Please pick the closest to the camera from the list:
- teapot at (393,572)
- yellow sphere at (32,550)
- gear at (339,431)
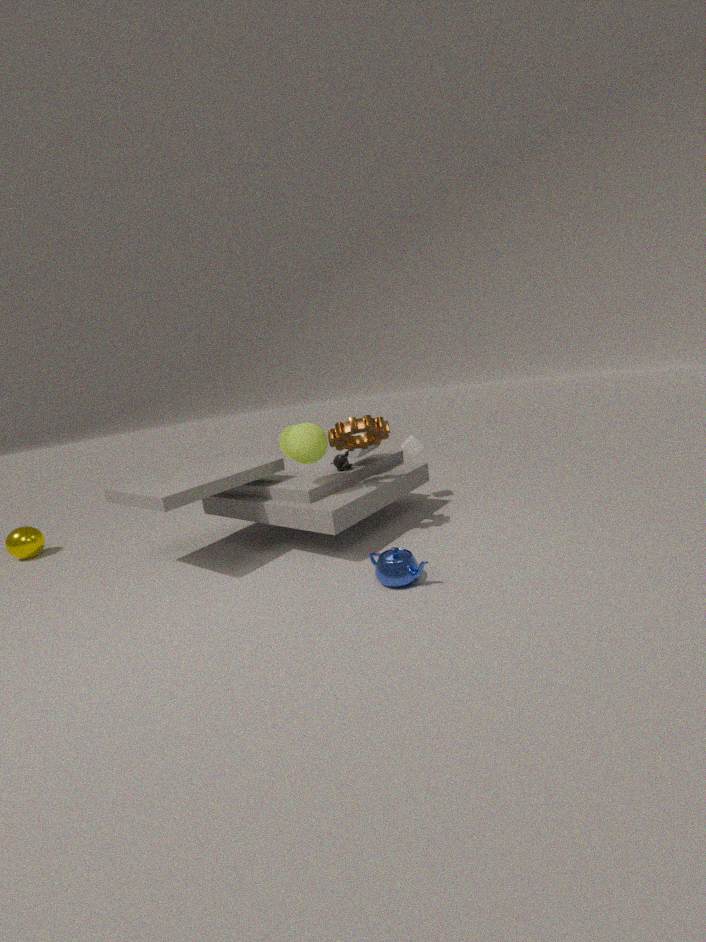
teapot at (393,572)
